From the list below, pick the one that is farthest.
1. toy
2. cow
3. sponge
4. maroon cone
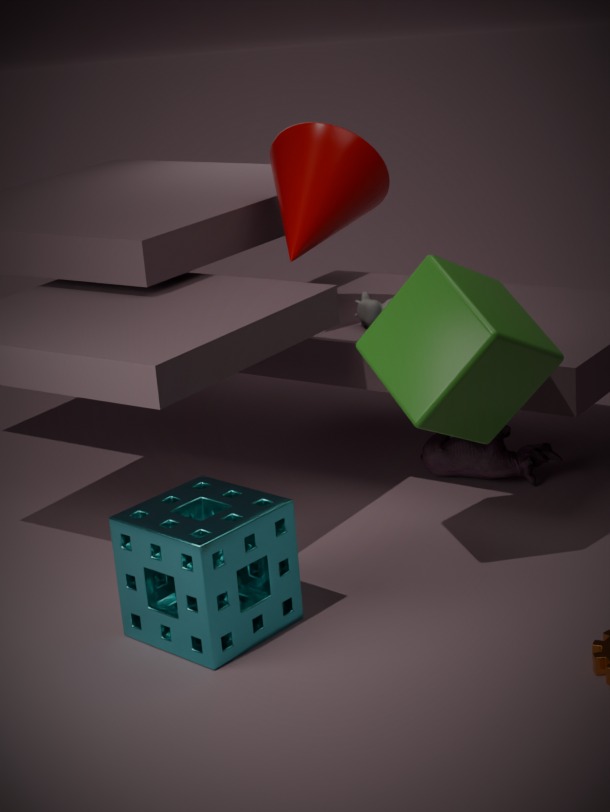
cow
